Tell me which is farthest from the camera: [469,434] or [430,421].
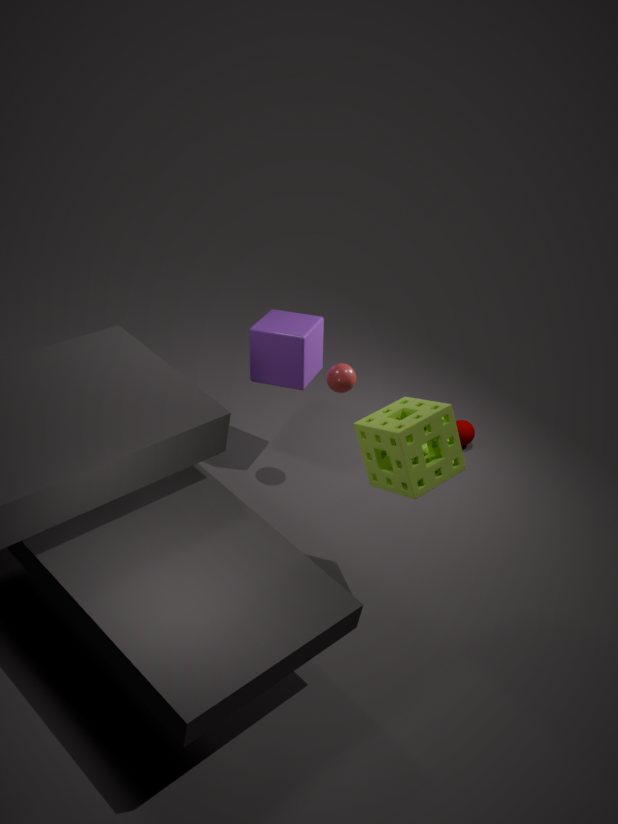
[469,434]
